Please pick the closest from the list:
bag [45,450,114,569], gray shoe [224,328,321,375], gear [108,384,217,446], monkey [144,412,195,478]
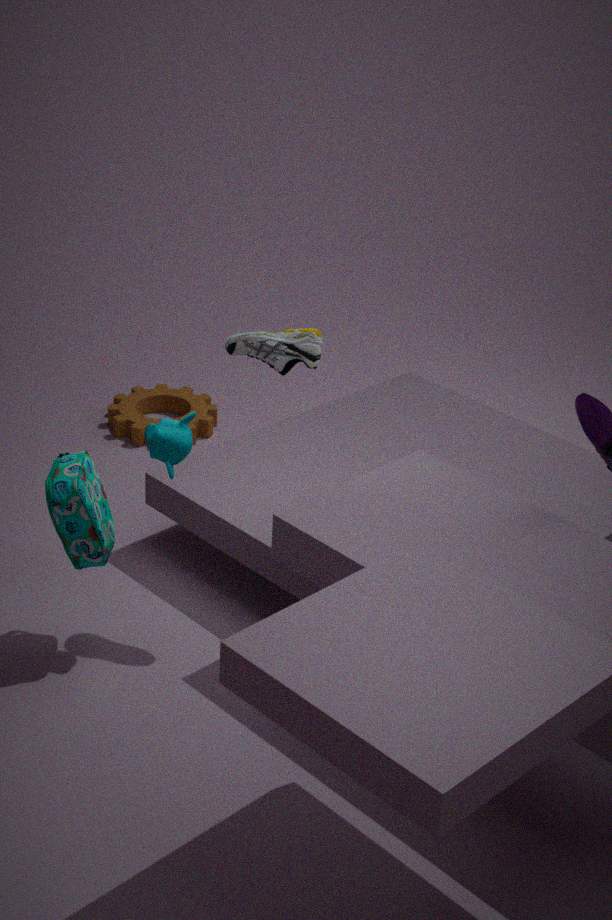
bag [45,450,114,569]
